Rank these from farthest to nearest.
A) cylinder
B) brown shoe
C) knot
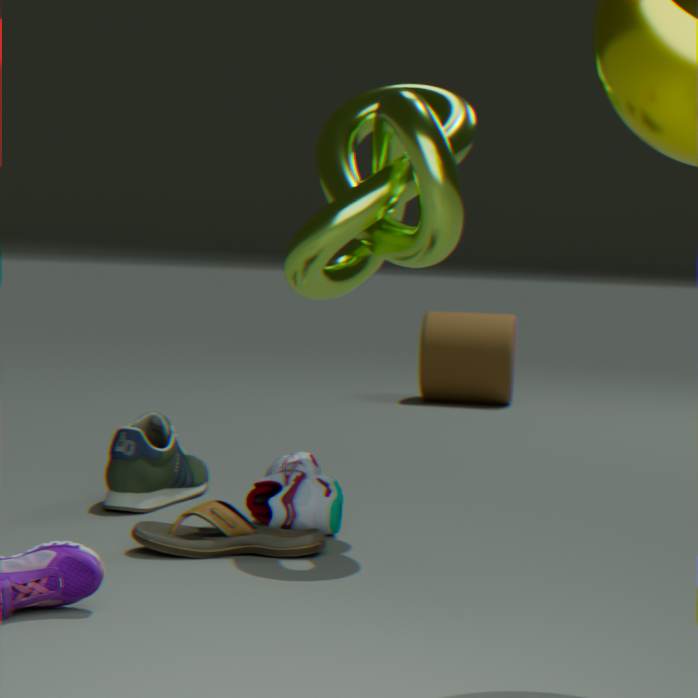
A. cylinder → C. knot → B. brown shoe
